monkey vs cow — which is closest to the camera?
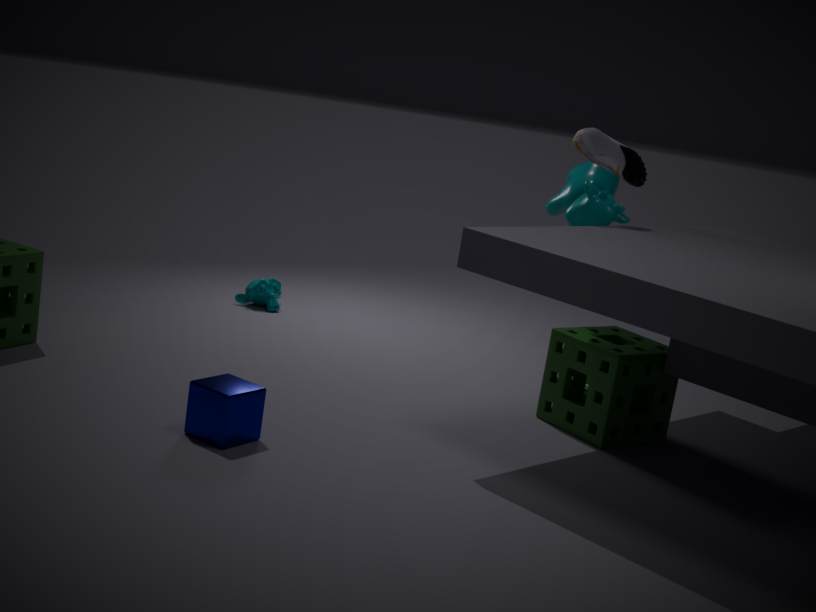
cow
